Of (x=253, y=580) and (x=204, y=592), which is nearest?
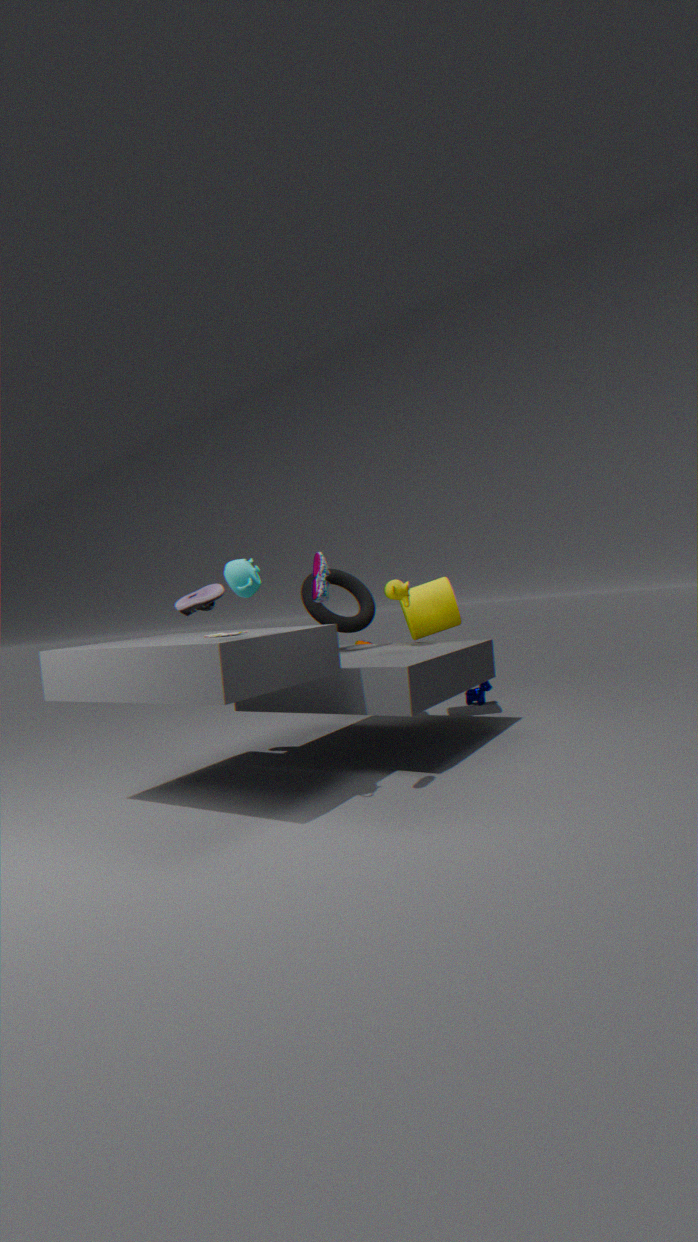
(x=253, y=580)
